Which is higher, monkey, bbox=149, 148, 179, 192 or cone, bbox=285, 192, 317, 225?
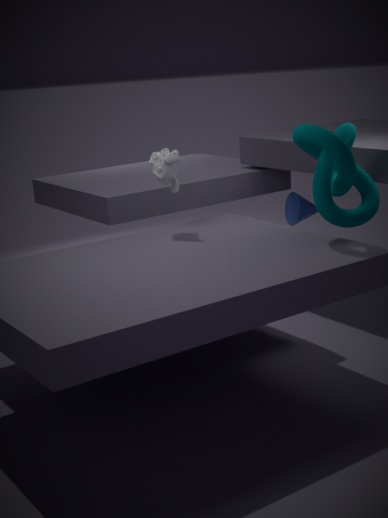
monkey, bbox=149, 148, 179, 192
